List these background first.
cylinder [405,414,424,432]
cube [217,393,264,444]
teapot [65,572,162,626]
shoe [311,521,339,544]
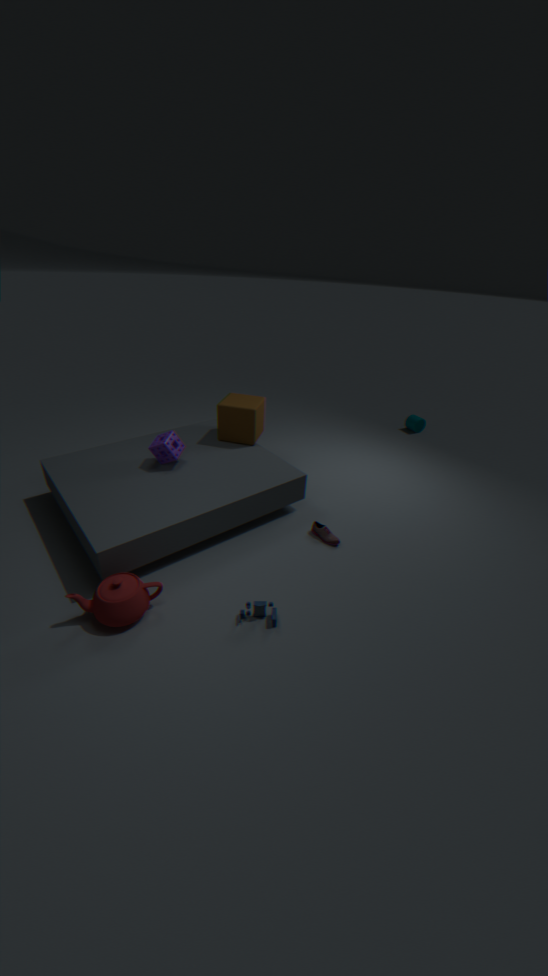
cylinder [405,414,424,432], cube [217,393,264,444], shoe [311,521,339,544], teapot [65,572,162,626]
